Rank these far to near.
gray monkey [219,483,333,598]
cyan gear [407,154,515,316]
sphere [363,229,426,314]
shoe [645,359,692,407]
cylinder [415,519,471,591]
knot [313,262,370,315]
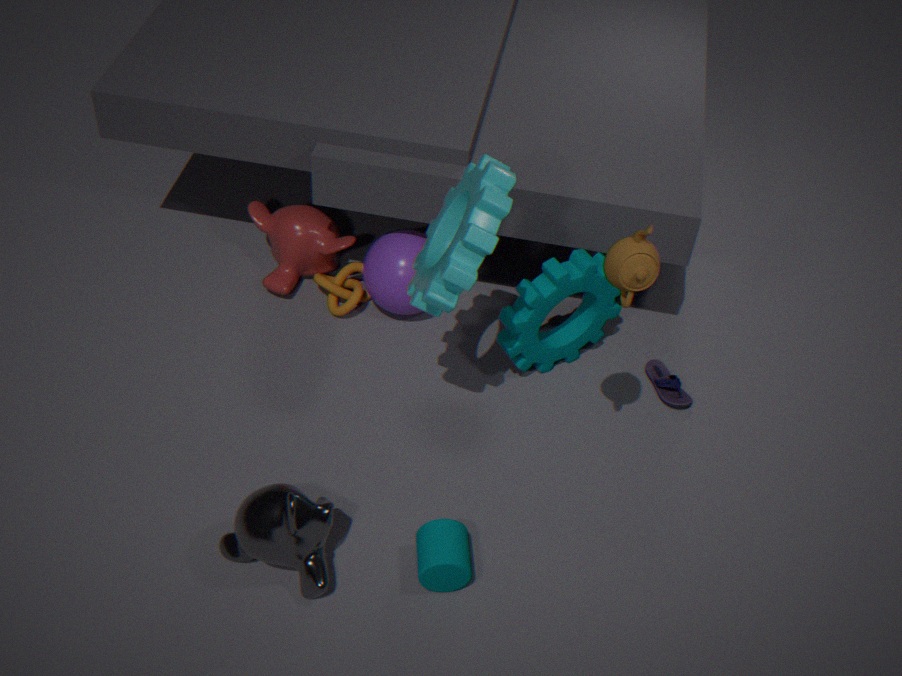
1. knot [313,262,370,315]
2. sphere [363,229,426,314]
3. shoe [645,359,692,407]
4. cylinder [415,519,471,591]
5. gray monkey [219,483,333,598]
6. cyan gear [407,154,515,316]
